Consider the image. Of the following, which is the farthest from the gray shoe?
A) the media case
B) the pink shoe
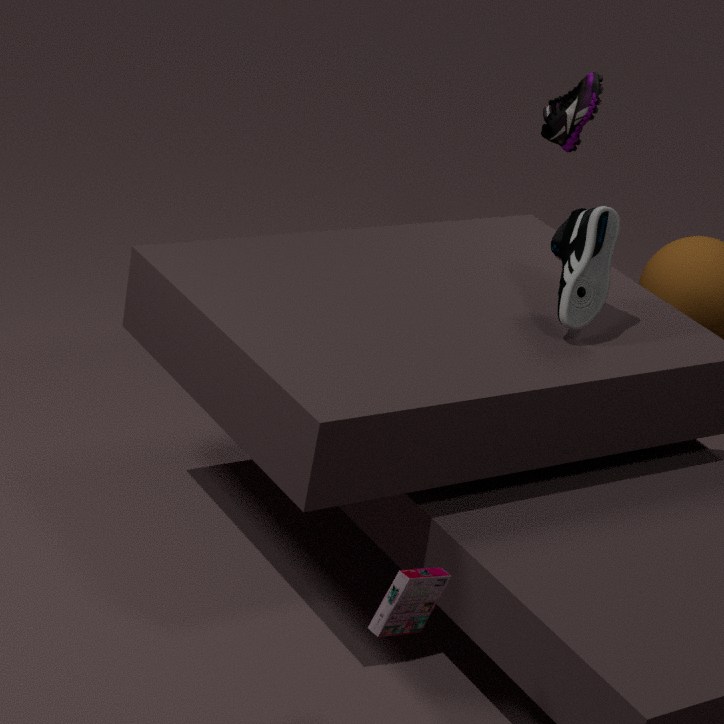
the media case
